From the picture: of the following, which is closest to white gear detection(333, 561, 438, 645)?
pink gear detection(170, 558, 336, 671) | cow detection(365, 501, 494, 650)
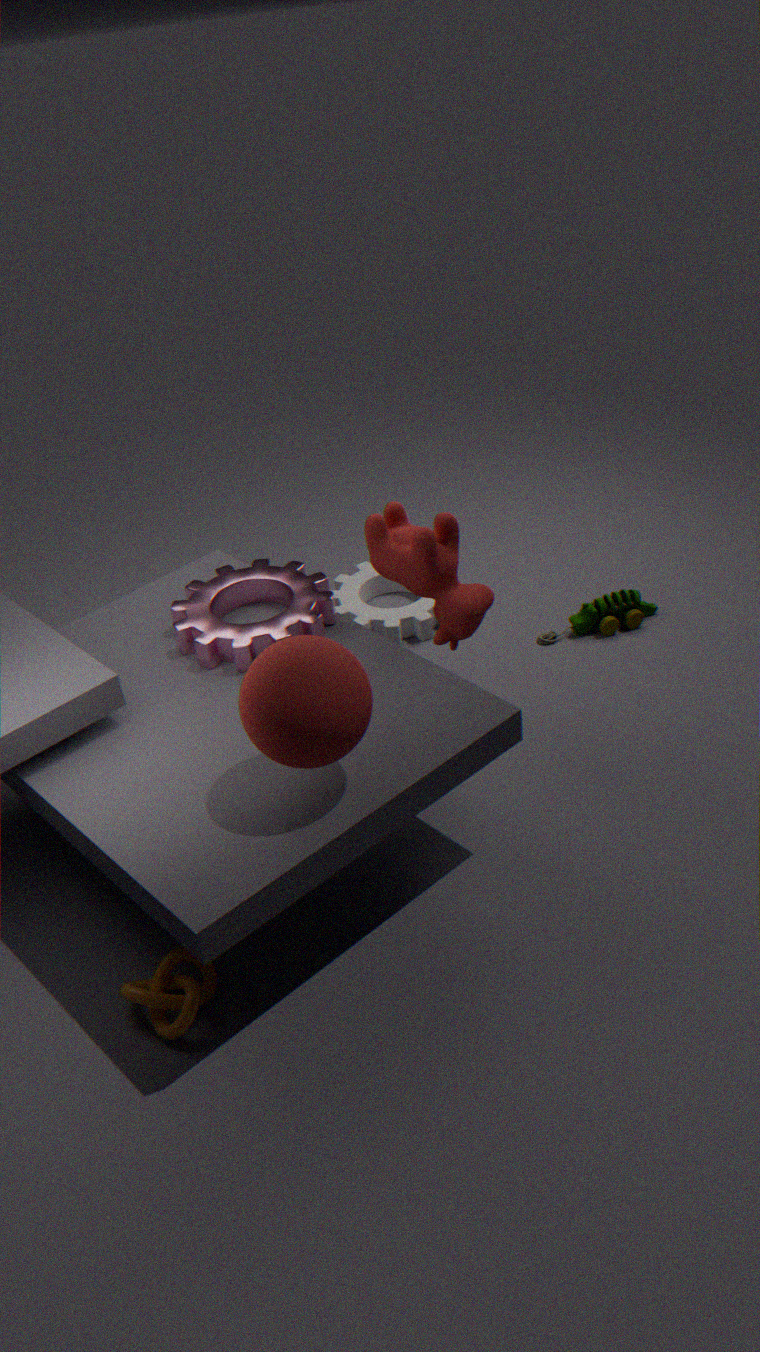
pink gear detection(170, 558, 336, 671)
